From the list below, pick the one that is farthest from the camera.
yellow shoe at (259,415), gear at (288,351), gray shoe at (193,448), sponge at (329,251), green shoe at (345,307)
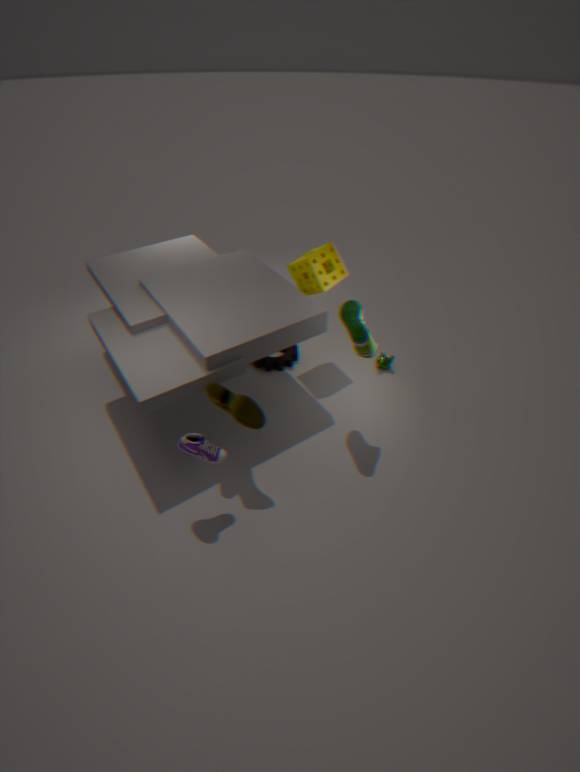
gear at (288,351)
